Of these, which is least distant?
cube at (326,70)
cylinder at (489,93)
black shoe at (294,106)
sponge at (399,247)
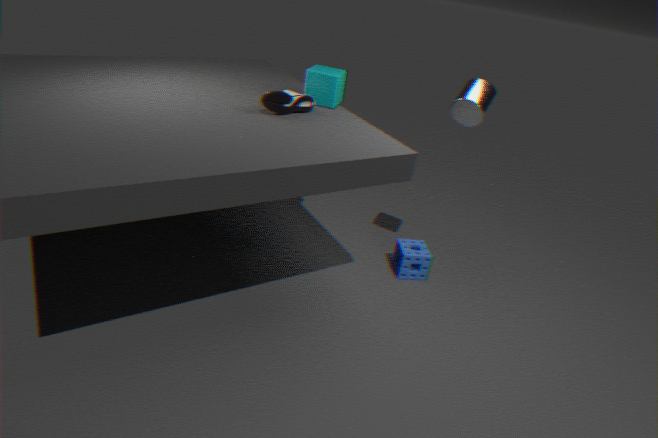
black shoe at (294,106)
